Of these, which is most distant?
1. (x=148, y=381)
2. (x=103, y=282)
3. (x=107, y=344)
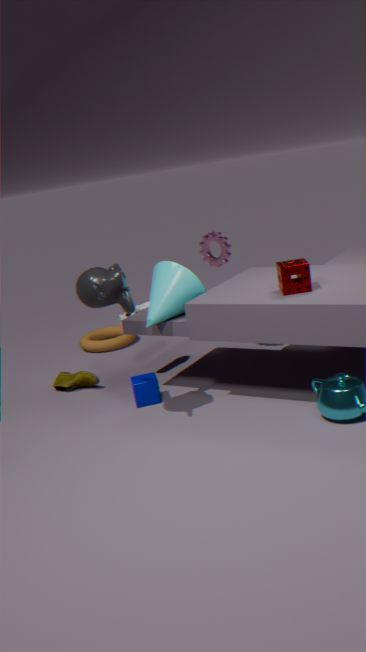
(x=107, y=344)
